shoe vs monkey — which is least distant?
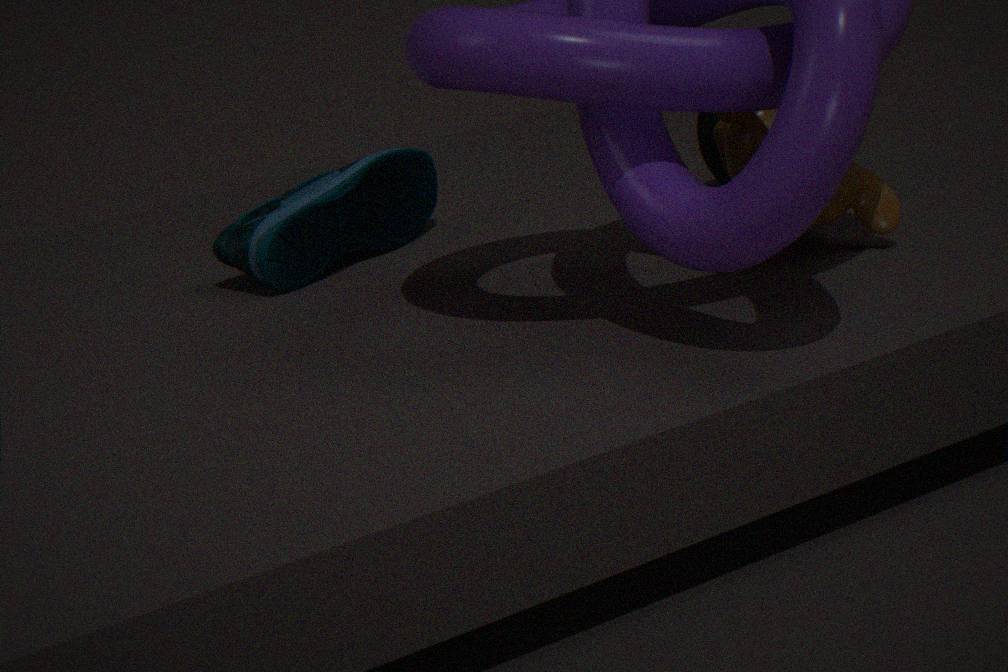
monkey
